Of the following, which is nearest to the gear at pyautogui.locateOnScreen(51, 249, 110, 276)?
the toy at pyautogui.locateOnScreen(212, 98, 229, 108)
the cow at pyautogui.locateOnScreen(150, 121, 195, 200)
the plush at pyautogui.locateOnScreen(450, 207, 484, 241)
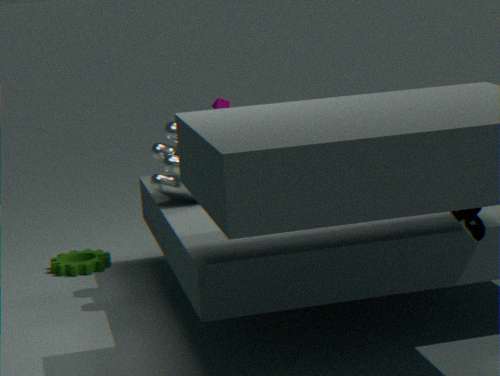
the toy at pyautogui.locateOnScreen(212, 98, 229, 108)
